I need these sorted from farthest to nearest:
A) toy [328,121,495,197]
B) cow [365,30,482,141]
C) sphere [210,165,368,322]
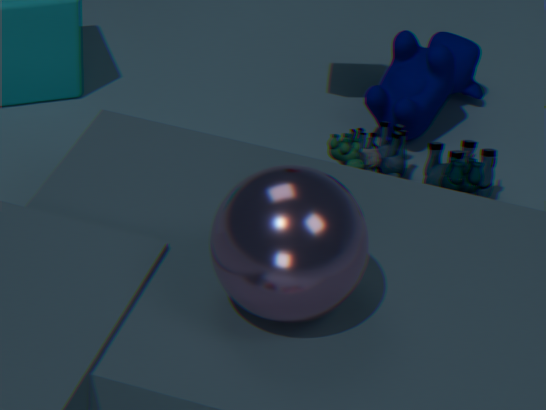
cow [365,30,482,141], toy [328,121,495,197], sphere [210,165,368,322]
